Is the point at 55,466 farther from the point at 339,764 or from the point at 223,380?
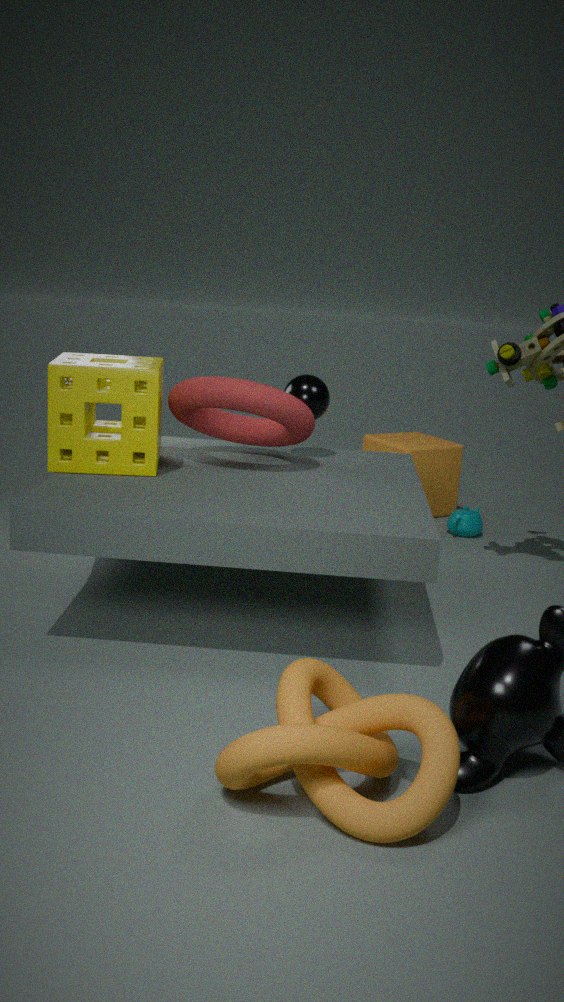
the point at 339,764
